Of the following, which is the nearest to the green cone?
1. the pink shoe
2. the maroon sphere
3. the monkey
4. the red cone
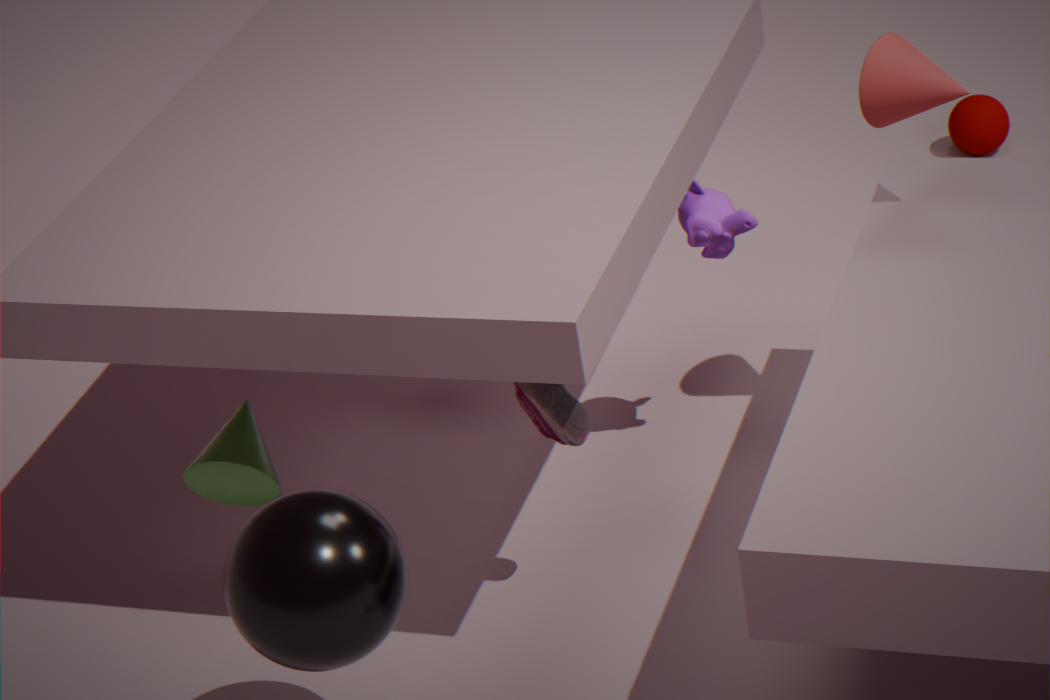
the pink shoe
